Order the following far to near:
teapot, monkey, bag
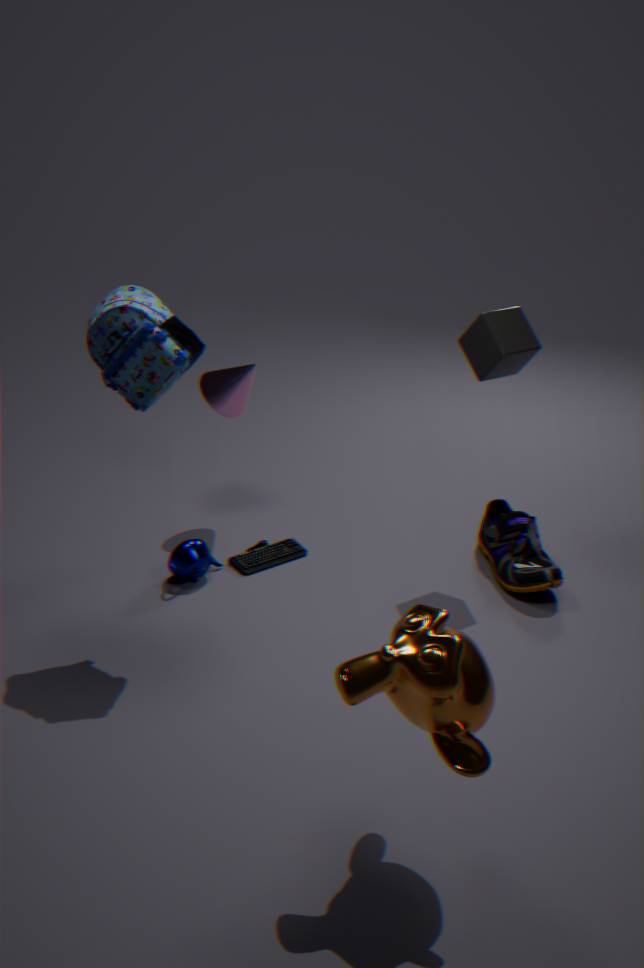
teapot < bag < monkey
